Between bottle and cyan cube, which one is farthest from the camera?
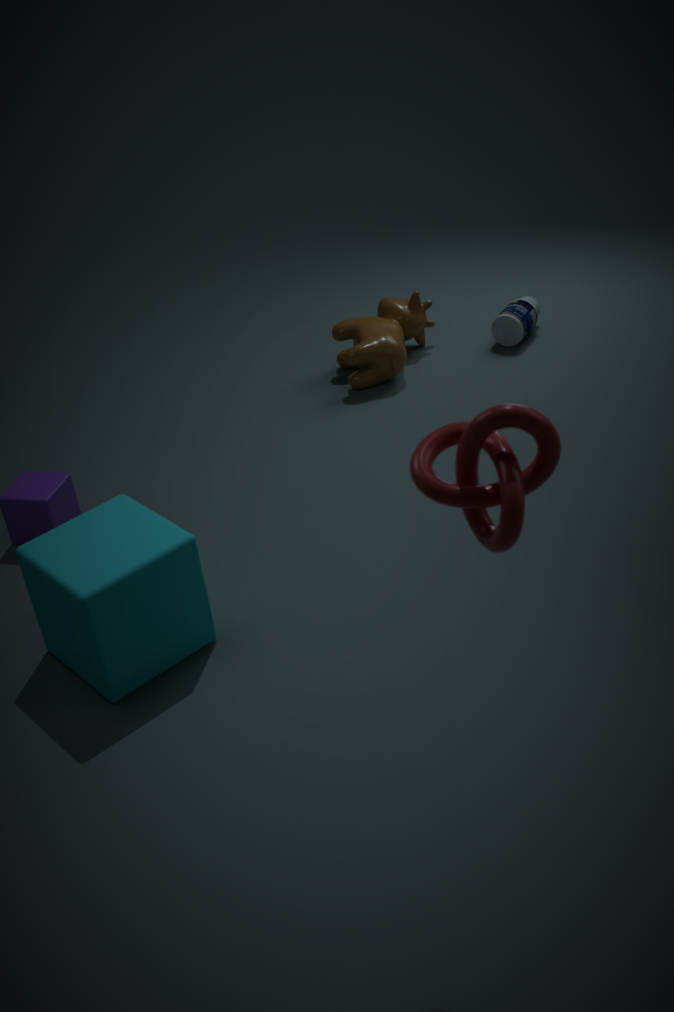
bottle
